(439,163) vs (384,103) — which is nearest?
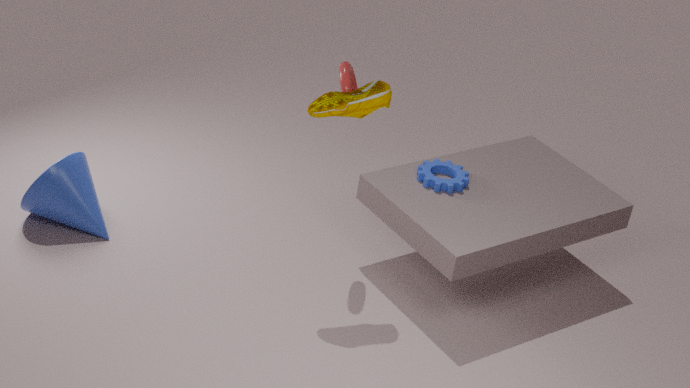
(384,103)
